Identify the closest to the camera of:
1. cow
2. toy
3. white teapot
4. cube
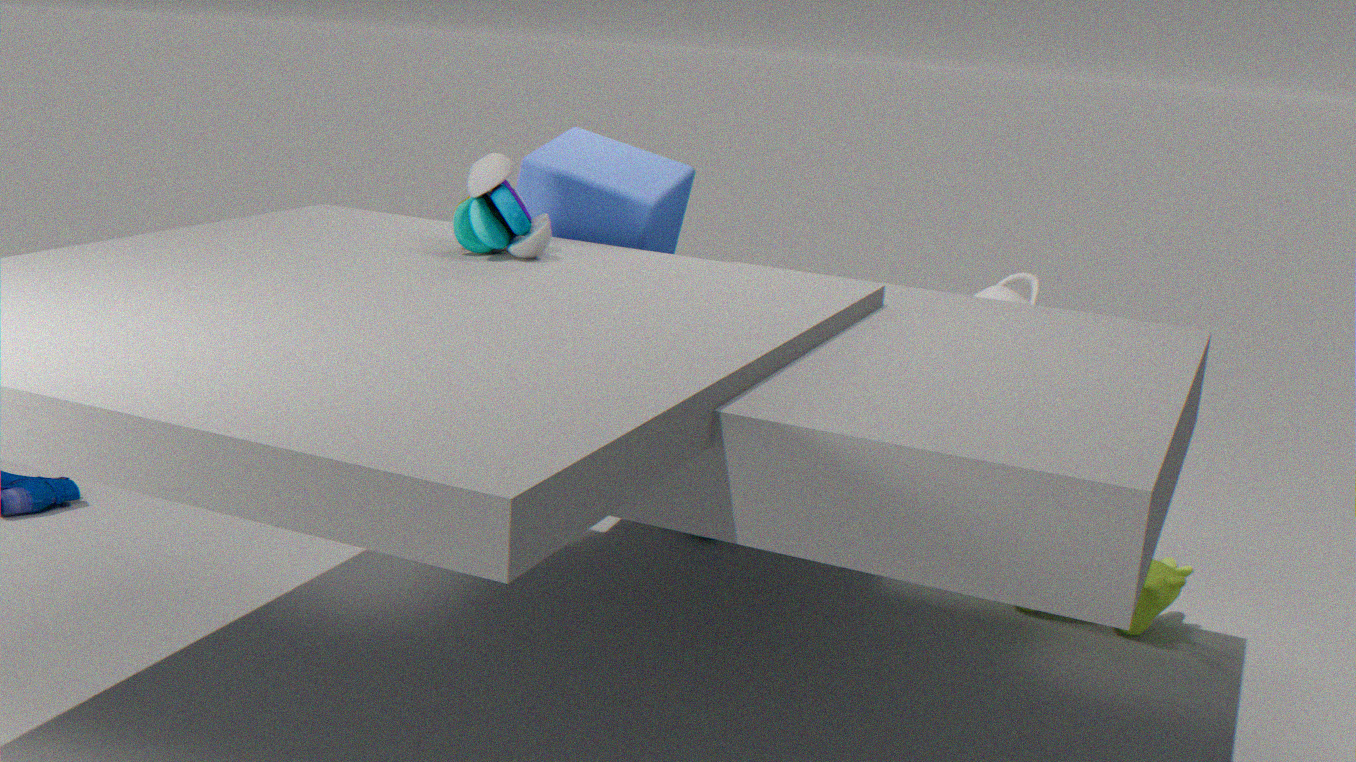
toy
